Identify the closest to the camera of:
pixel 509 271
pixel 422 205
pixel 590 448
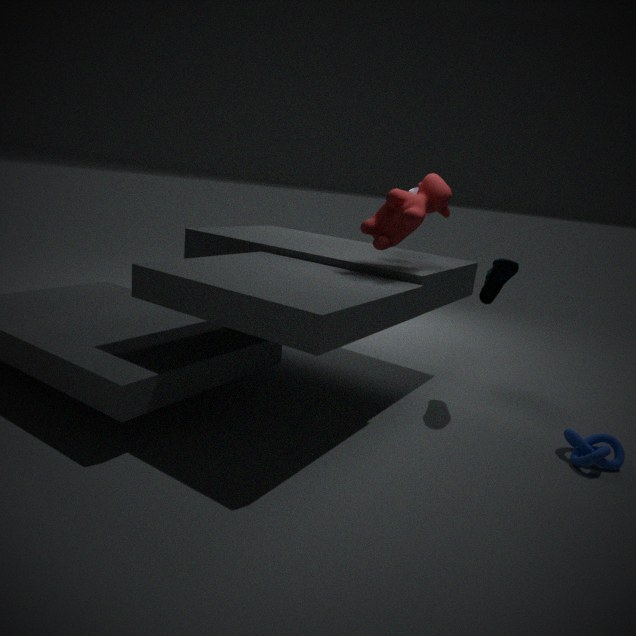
pixel 590 448
